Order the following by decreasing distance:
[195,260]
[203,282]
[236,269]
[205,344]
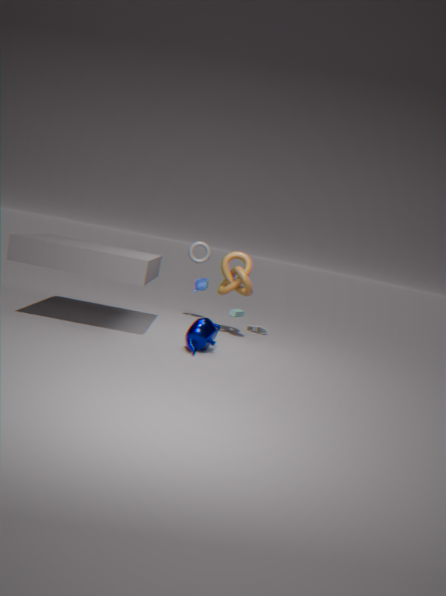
1. [203,282]
2. [195,260]
3. [236,269]
4. [205,344]
